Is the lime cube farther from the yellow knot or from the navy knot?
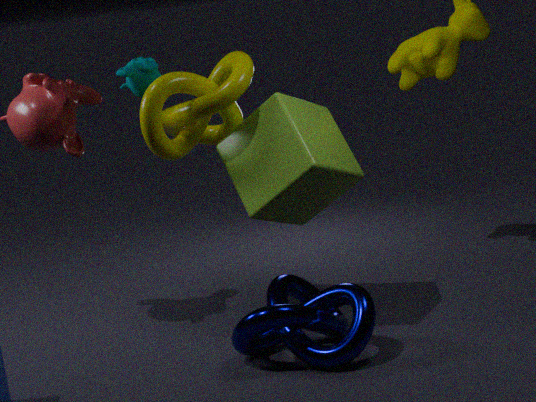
the navy knot
